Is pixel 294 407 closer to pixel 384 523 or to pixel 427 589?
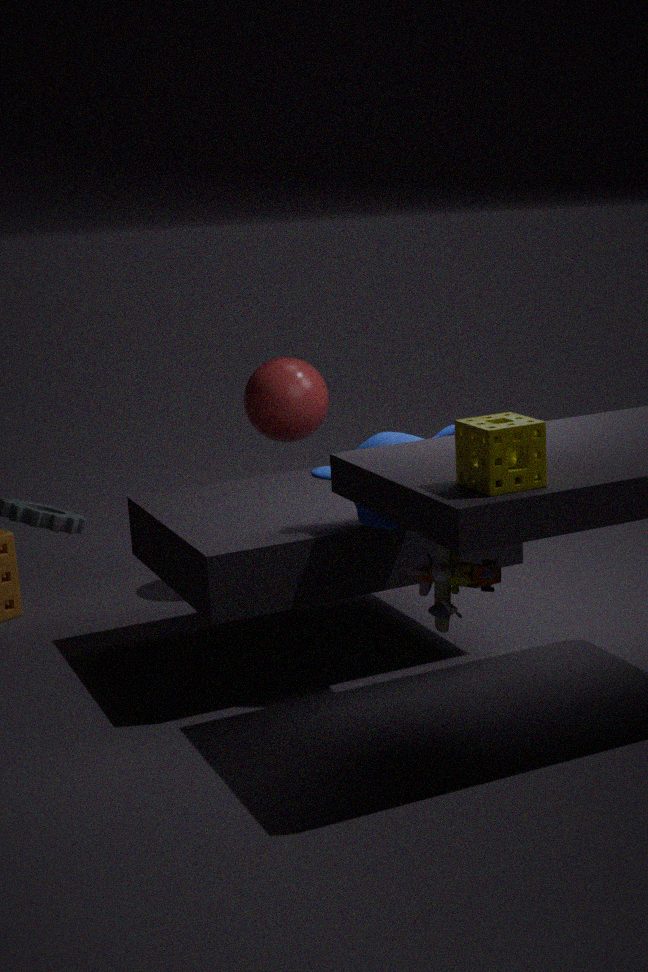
pixel 384 523
